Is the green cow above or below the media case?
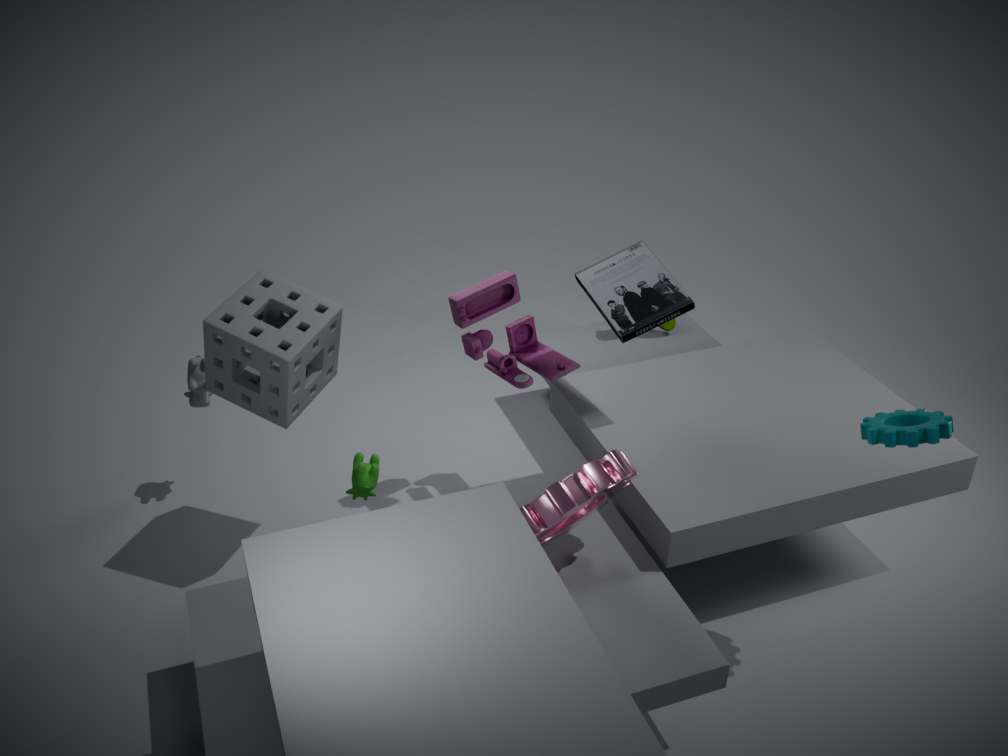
below
